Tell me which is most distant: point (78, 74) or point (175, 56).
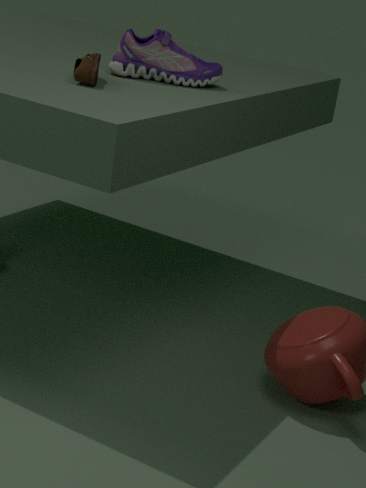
point (175, 56)
